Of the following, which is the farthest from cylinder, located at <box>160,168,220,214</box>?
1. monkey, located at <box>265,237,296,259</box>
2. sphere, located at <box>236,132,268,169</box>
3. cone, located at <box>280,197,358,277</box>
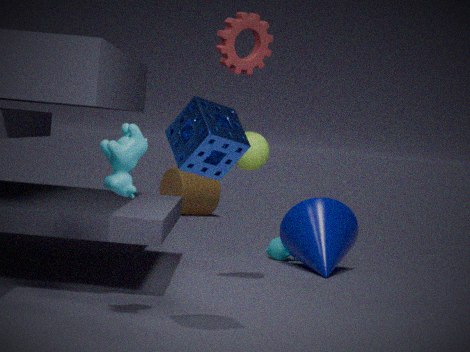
sphere, located at <box>236,132,268,169</box>
